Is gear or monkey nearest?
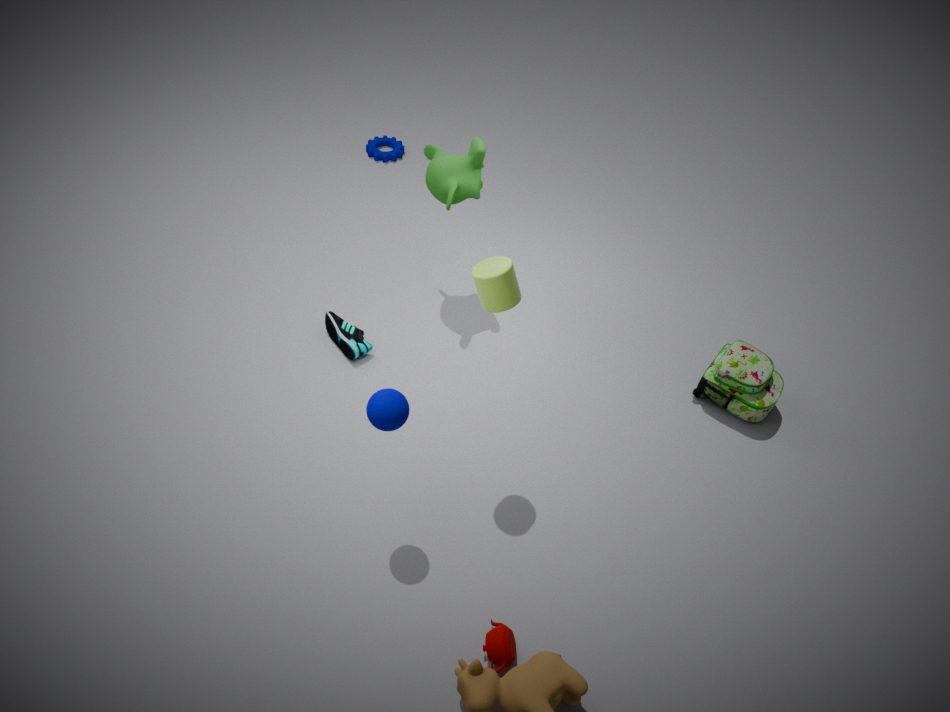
monkey
